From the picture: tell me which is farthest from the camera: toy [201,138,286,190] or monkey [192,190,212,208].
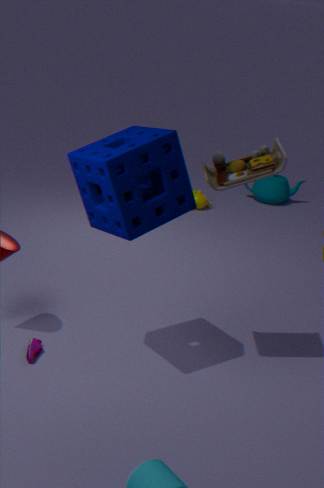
monkey [192,190,212,208]
